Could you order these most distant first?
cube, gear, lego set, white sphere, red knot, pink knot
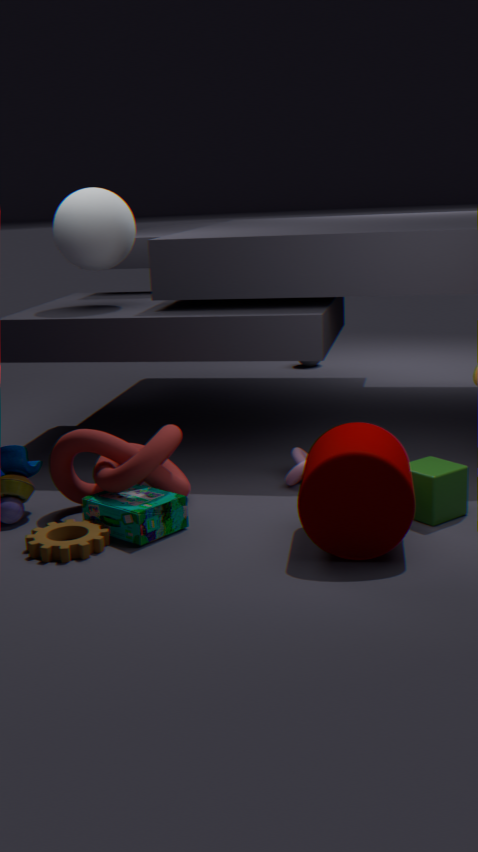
white sphere → pink knot → red knot → cube → lego set → gear
